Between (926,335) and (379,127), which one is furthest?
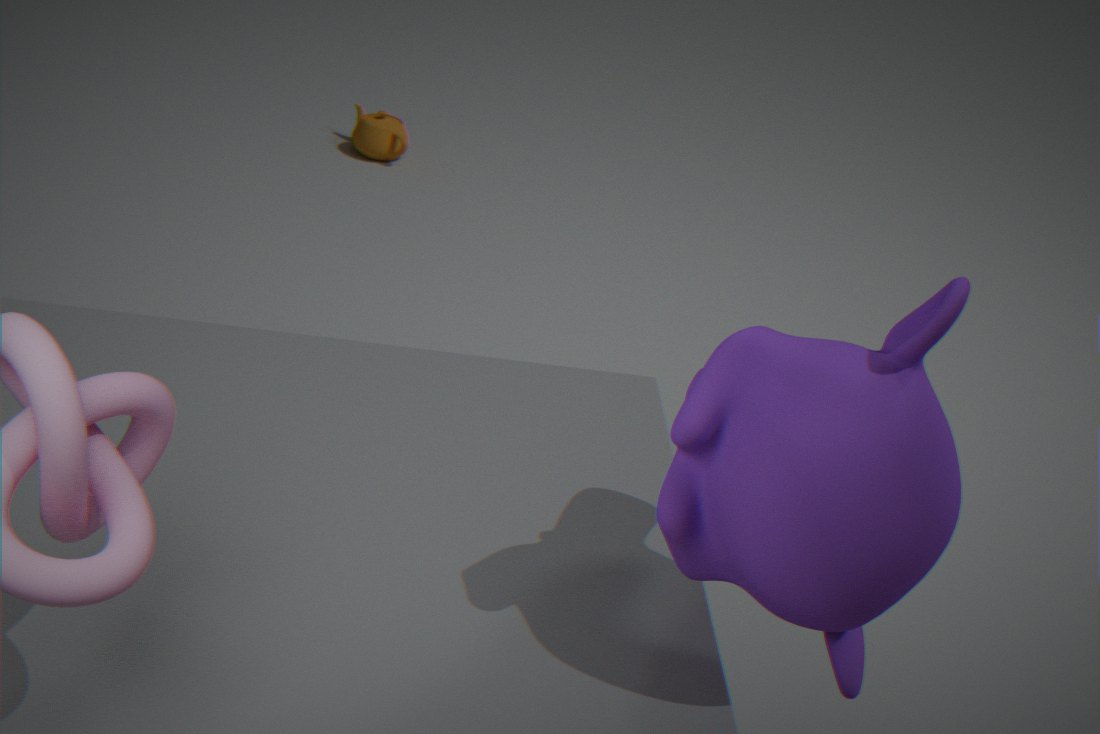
(379,127)
